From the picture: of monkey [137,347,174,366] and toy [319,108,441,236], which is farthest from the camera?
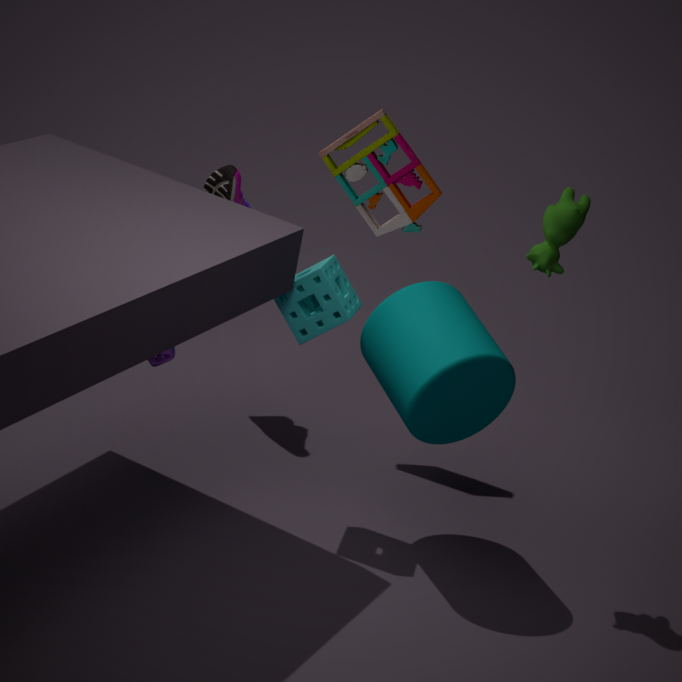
toy [319,108,441,236]
